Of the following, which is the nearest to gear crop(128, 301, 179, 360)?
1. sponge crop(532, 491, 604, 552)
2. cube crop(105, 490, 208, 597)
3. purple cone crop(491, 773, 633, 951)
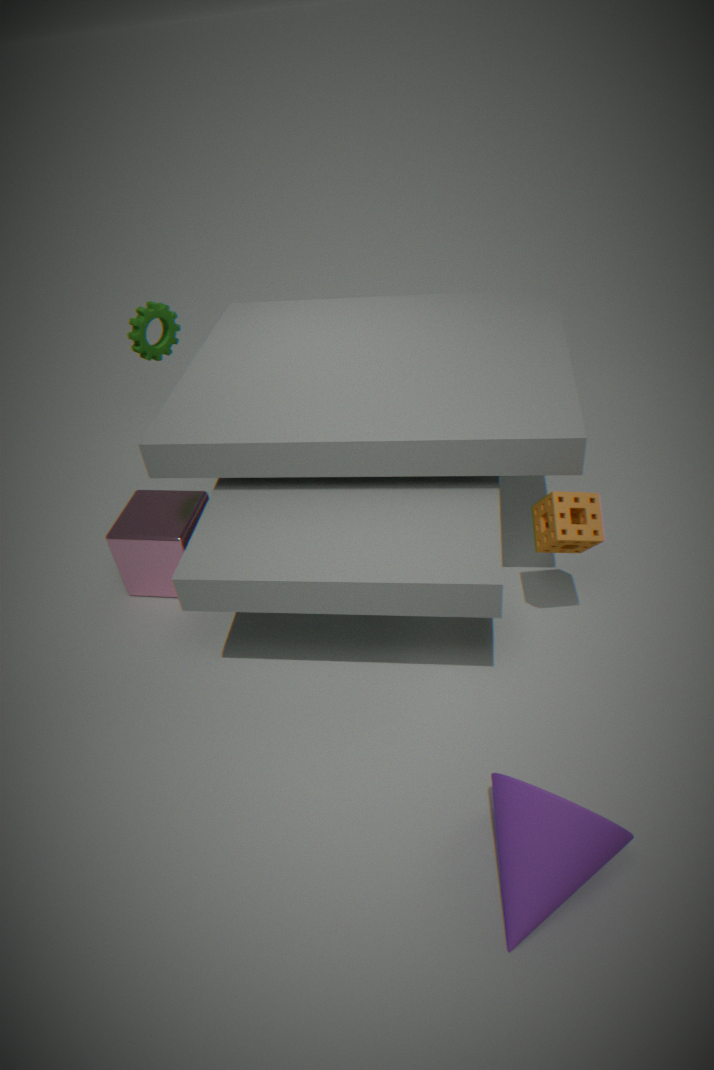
cube crop(105, 490, 208, 597)
